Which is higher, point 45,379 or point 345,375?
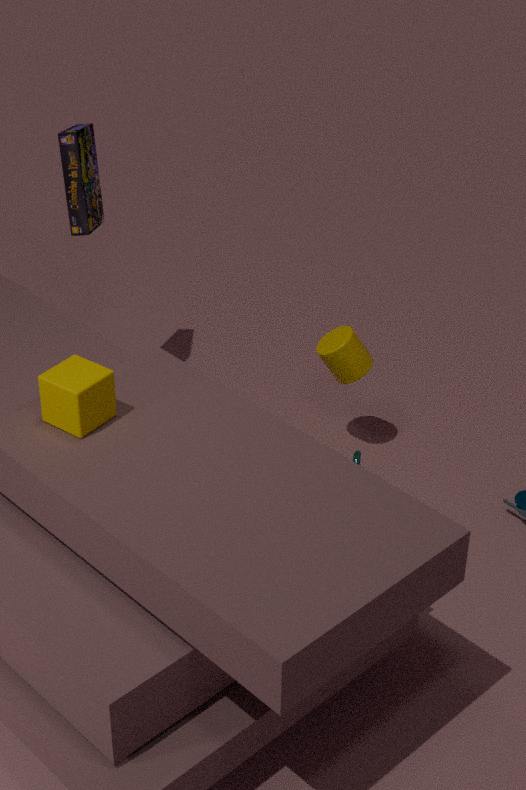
point 45,379
